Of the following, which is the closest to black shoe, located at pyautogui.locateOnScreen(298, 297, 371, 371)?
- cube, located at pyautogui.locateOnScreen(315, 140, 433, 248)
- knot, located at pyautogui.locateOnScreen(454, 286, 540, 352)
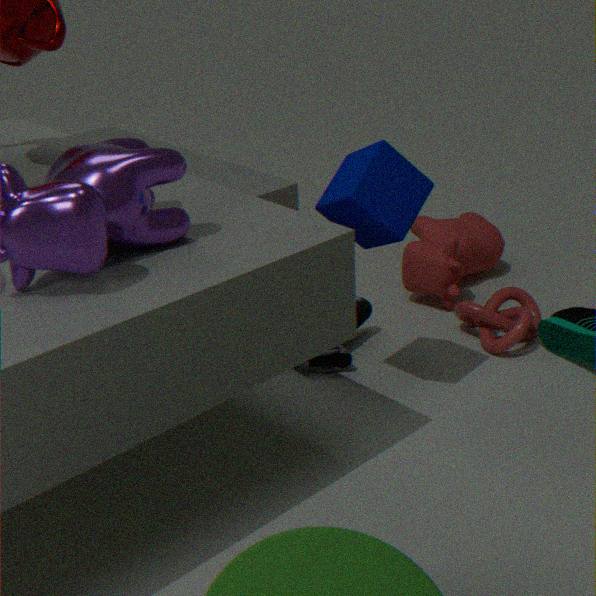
knot, located at pyautogui.locateOnScreen(454, 286, 540, 352)
